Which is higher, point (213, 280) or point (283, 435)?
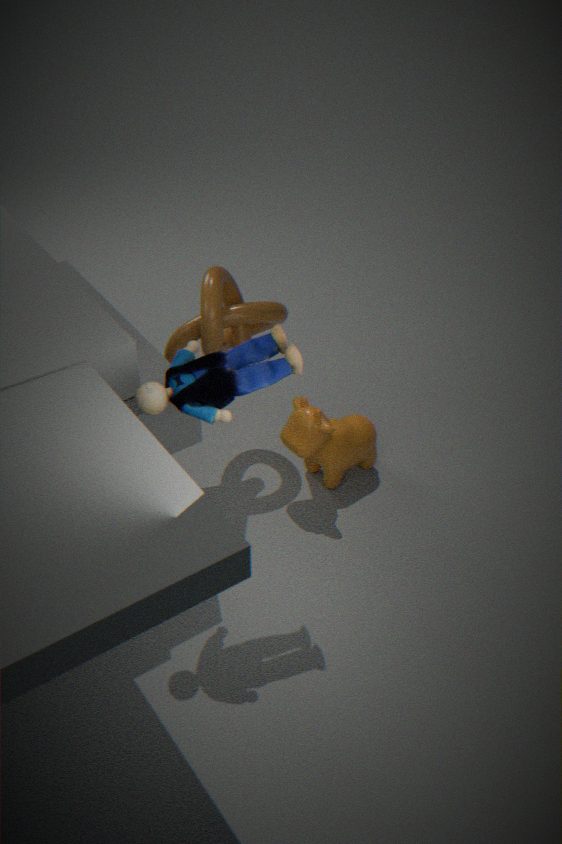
point (213, 280)
